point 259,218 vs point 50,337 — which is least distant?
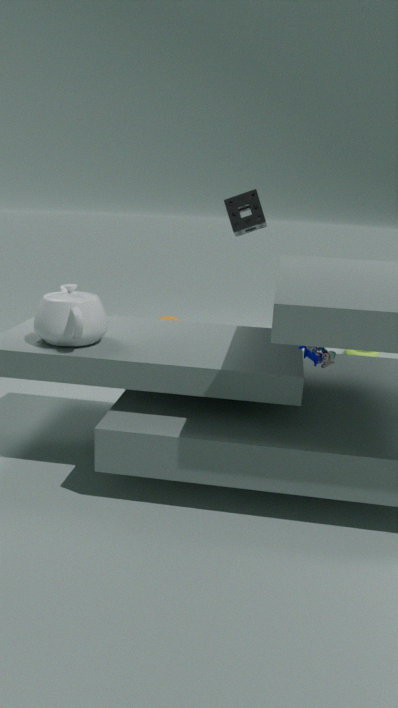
point 50,337
